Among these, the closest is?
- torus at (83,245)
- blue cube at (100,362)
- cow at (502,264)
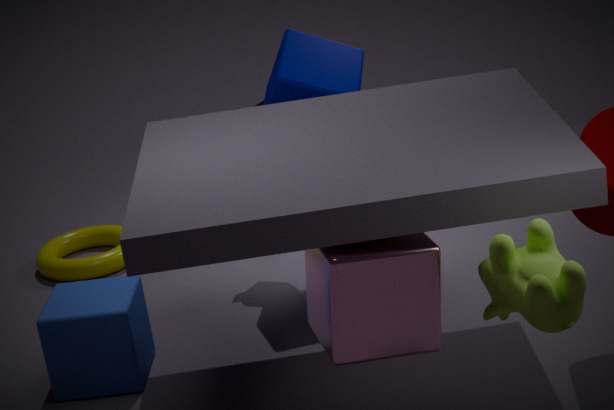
cow at (502,264)
